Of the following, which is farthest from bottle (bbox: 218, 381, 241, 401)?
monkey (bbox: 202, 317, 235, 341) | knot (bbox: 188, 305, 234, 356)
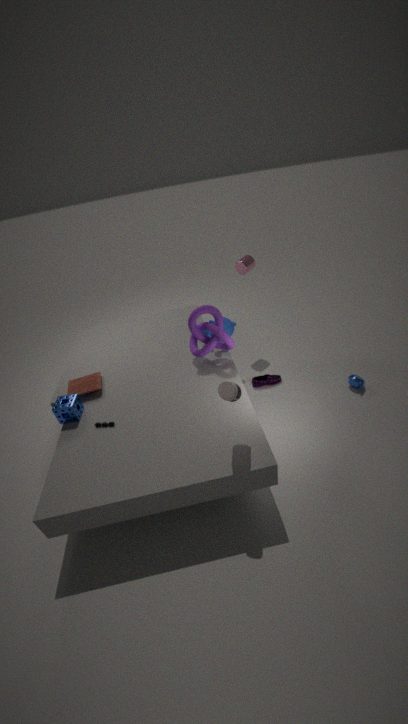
monkey (bbox: 202, 317, 235, 341)
